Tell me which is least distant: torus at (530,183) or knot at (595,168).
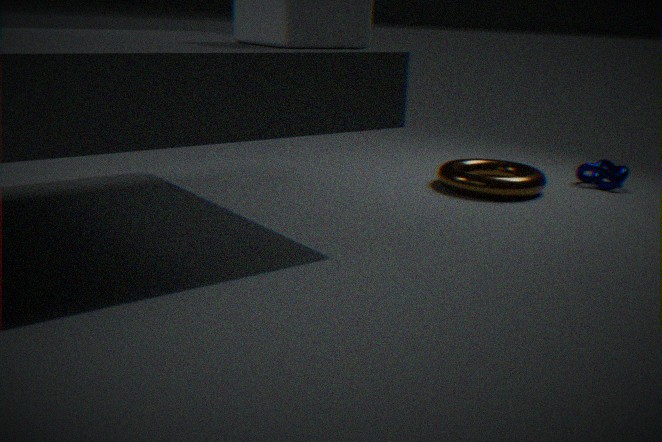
torus at (530,183)
